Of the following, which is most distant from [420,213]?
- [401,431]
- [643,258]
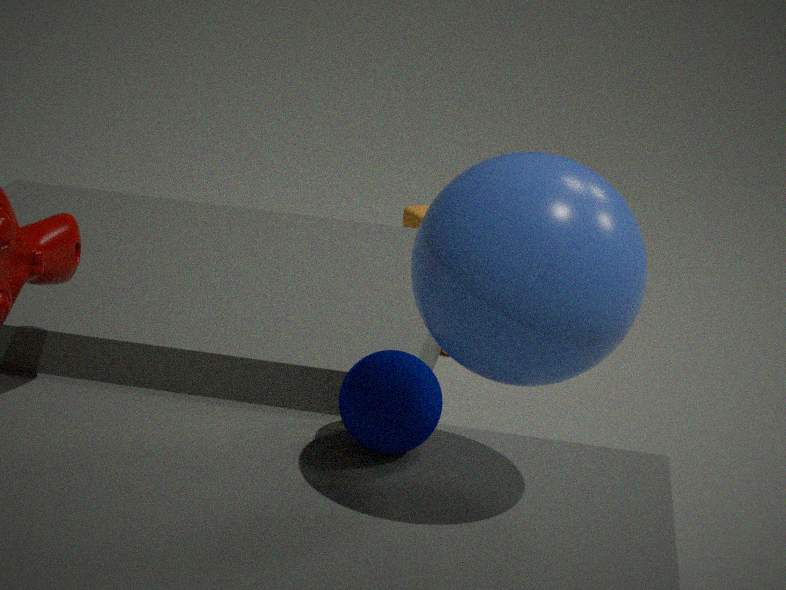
[643,258]
